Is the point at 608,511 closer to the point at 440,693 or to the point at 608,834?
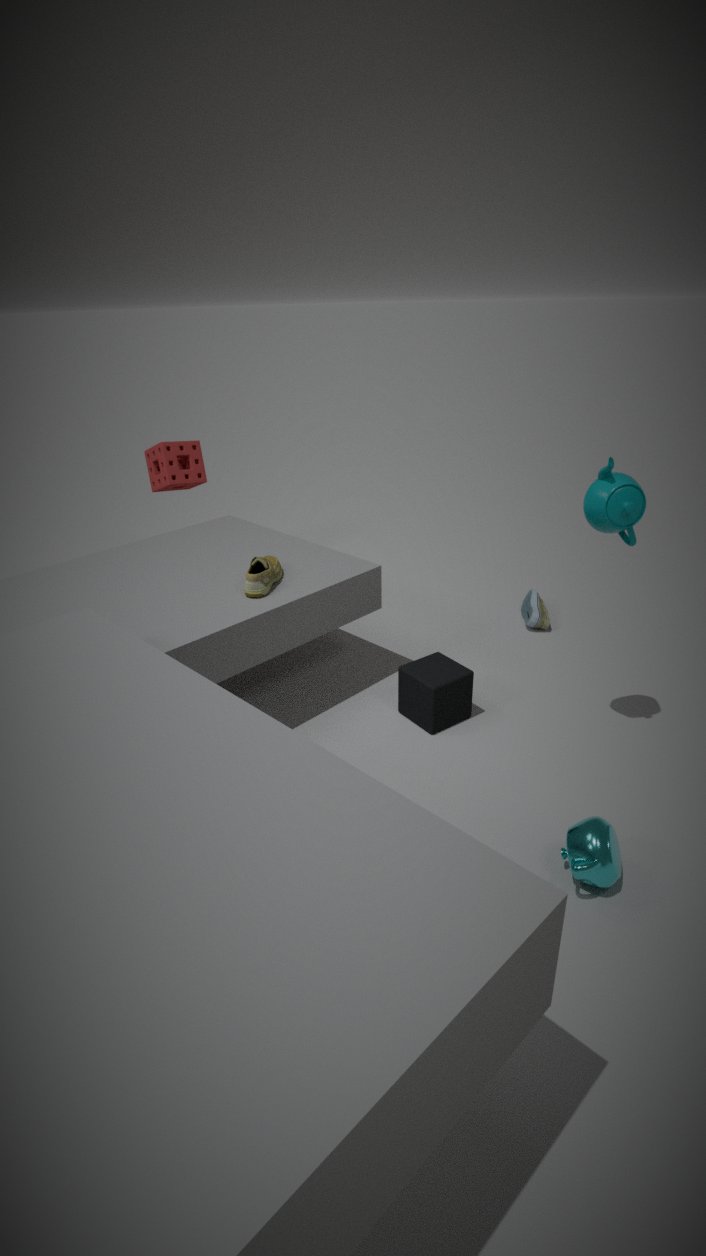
the point at 440,693
